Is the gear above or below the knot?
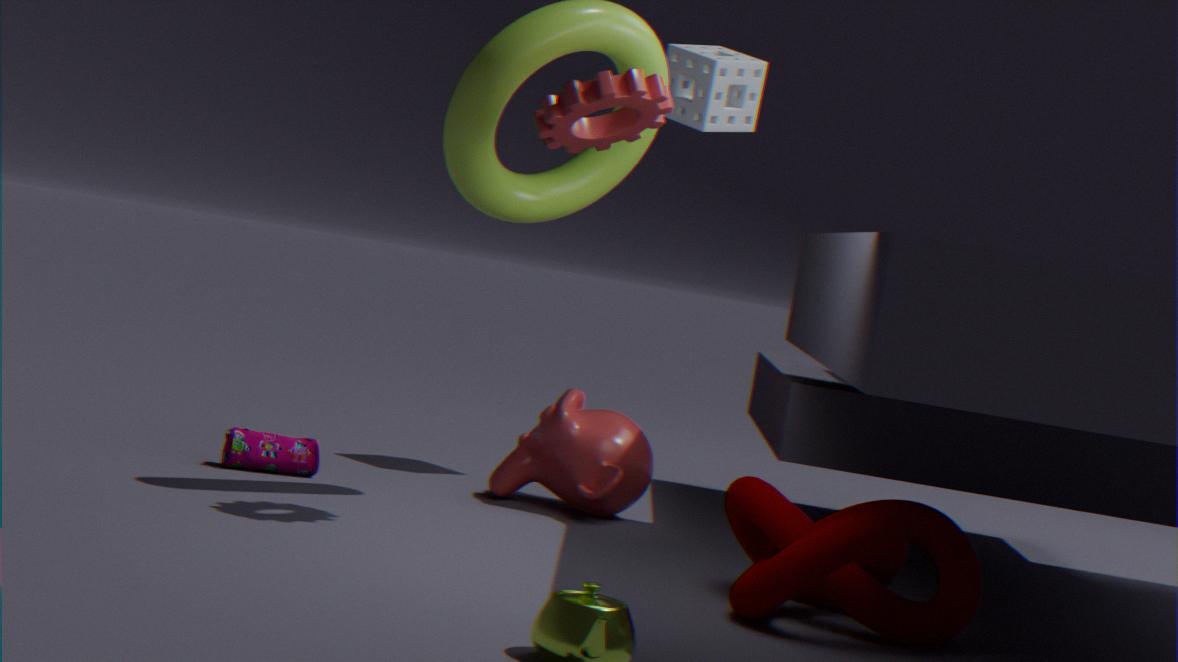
above
